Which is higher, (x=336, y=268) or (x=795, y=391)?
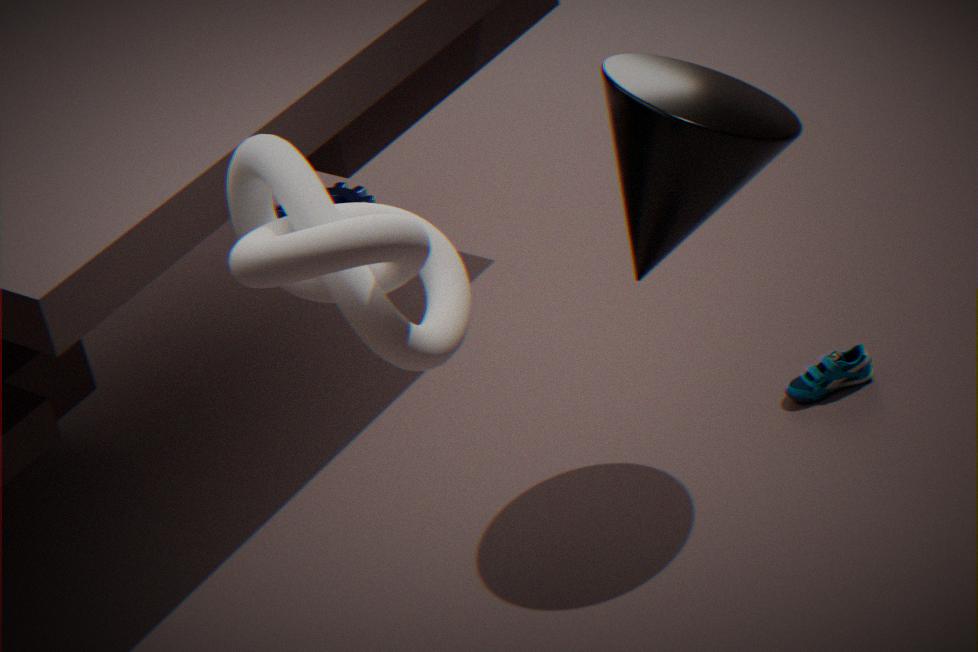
(x=336, y=268)
